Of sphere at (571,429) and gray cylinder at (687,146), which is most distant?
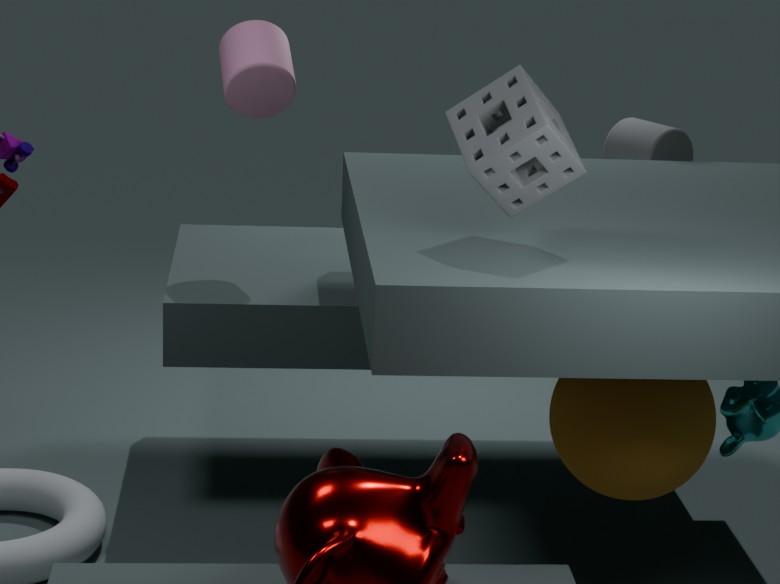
gray cylinder at (687,146)
